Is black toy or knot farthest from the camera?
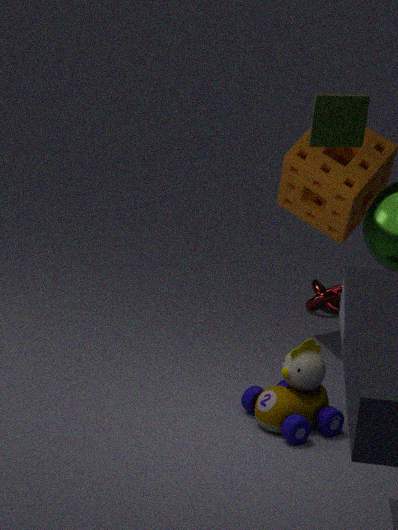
knot
